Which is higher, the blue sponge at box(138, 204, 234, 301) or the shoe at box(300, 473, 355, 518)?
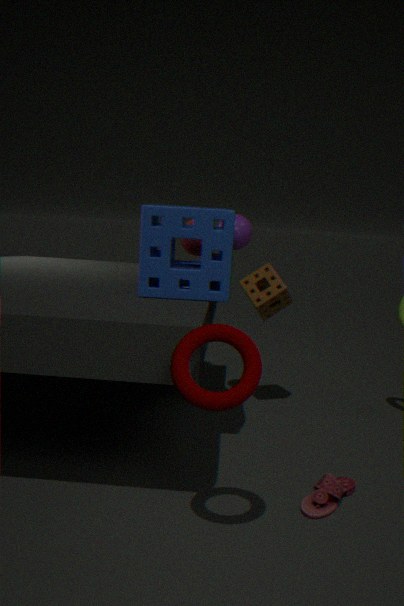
the blue sponge at box(138, 204, 234, 301)
